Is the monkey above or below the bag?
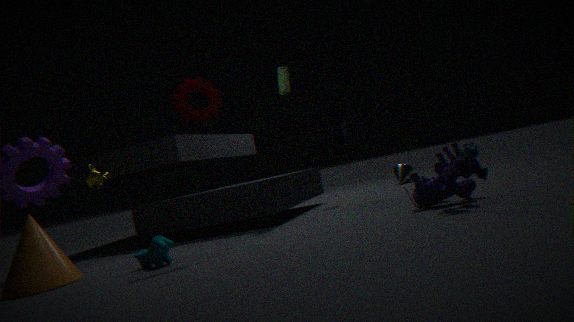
below
